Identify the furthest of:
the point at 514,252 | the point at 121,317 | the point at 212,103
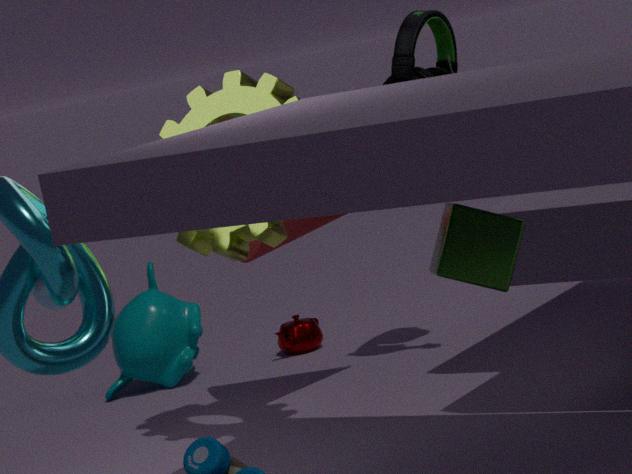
the point at 121,317
